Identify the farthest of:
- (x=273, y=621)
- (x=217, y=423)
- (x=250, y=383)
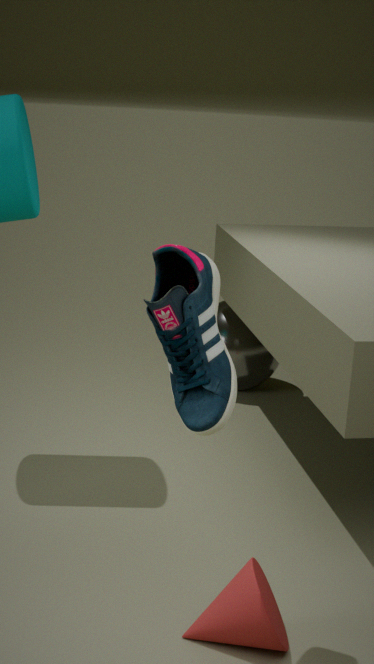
(x=250, y=383)
